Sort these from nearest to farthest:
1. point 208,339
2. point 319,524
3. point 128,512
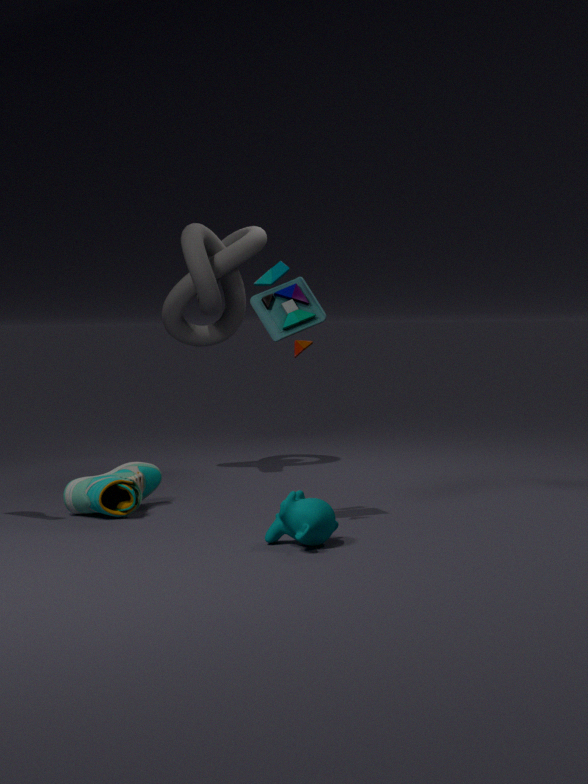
point 319,524 → point 128,512 → point 208,339
